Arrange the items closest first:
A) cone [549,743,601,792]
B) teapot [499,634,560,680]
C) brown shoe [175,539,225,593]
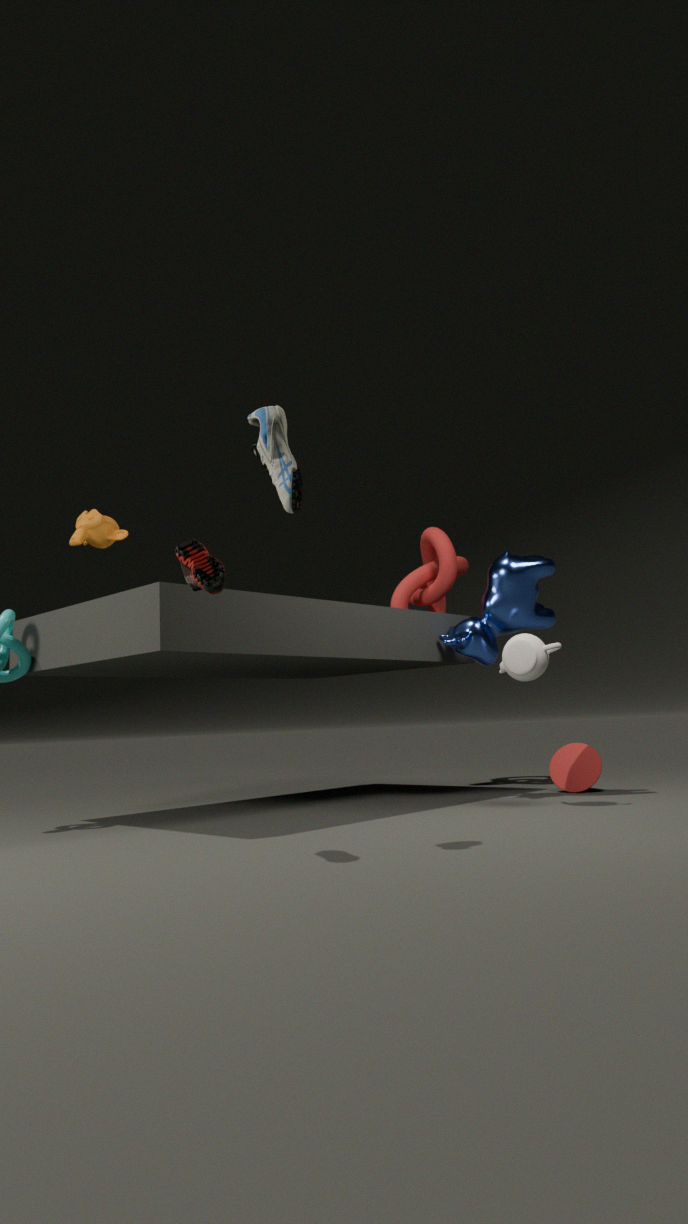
brown shoe [175,539,225,593] → teapot [499,634,560,680] → cone [549,743,601,792]
